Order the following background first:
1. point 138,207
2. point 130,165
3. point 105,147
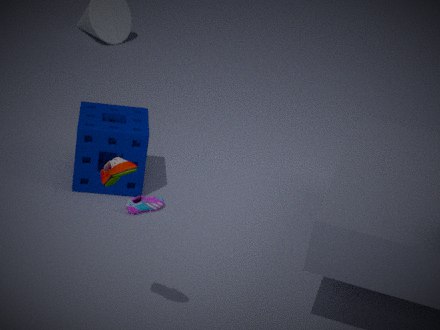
point 105,147 → point 138,207 → point 130,165
